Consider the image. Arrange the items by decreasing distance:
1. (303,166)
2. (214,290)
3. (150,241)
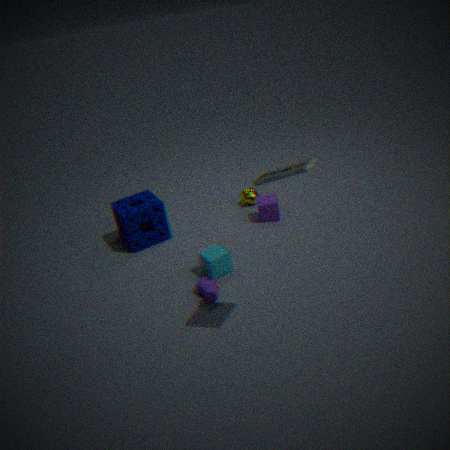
(150,241)
(214,290)
(303,166)
